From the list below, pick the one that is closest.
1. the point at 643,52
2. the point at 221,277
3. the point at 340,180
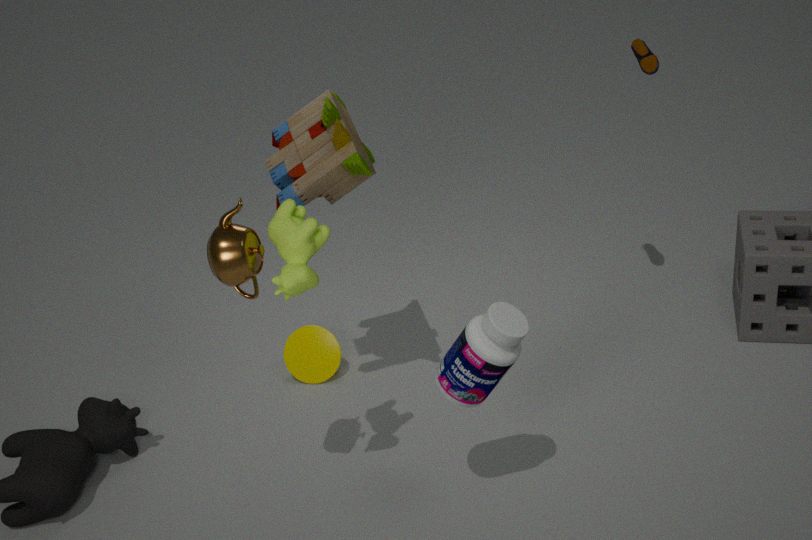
the point at 221,277
